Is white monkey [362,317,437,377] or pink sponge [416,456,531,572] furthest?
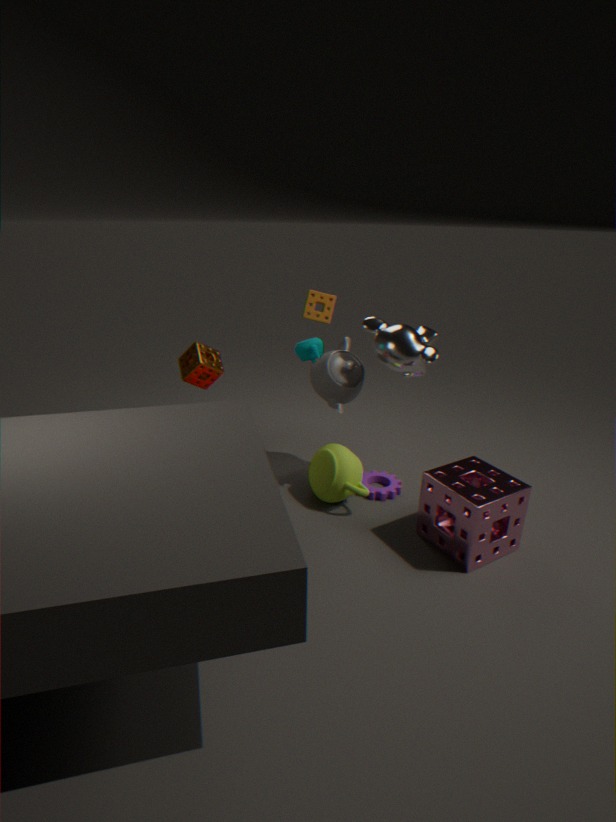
A: white monkey [362,317,437,377]
